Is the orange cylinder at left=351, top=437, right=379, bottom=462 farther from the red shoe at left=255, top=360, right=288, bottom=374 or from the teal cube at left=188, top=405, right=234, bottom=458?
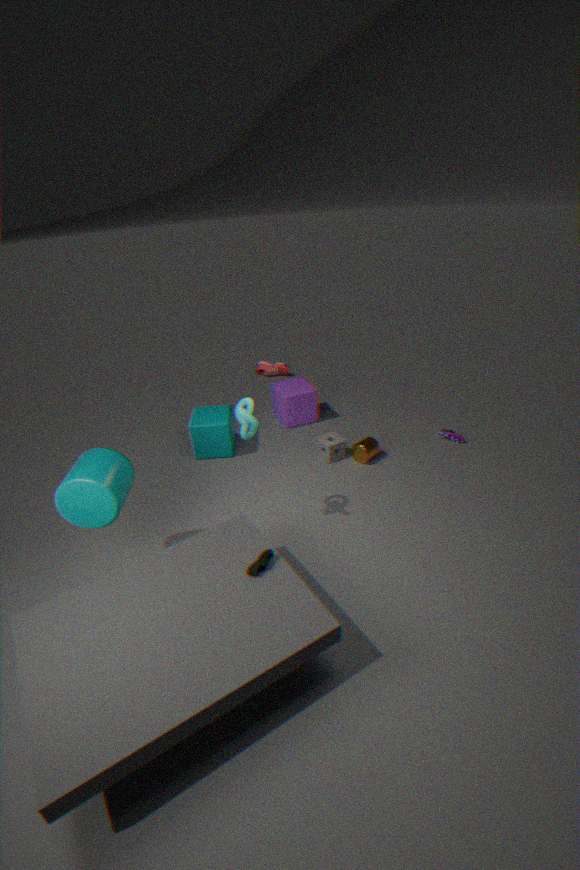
the red shoe at left=255, top=360, right=288, bottom=374
